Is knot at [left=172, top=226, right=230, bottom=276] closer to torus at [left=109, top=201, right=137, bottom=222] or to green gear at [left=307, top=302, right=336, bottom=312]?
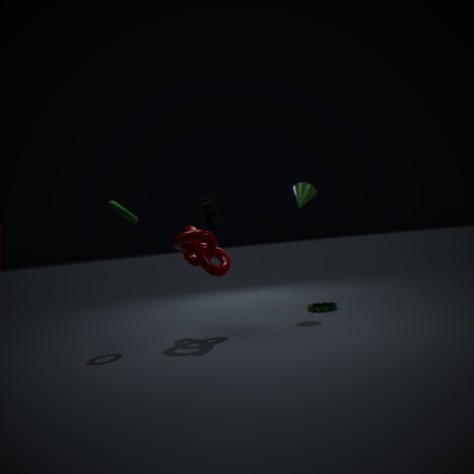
torus at [left=109, top=201, right=137, bottom=222]
